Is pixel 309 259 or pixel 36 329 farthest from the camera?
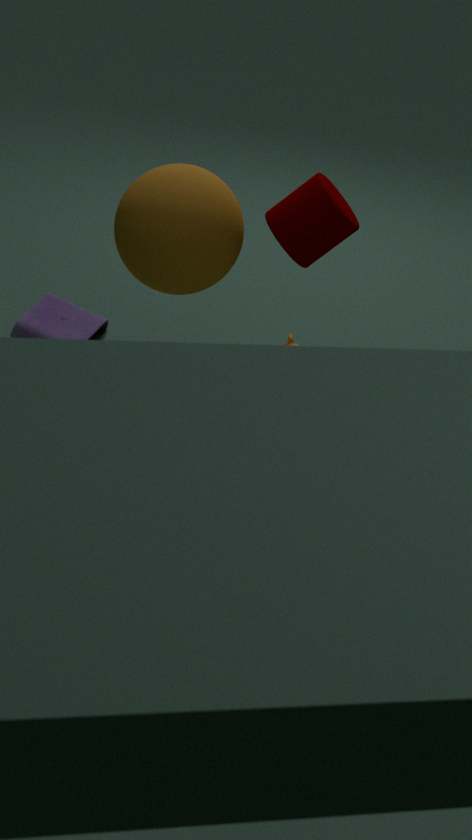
pixel 36 329
